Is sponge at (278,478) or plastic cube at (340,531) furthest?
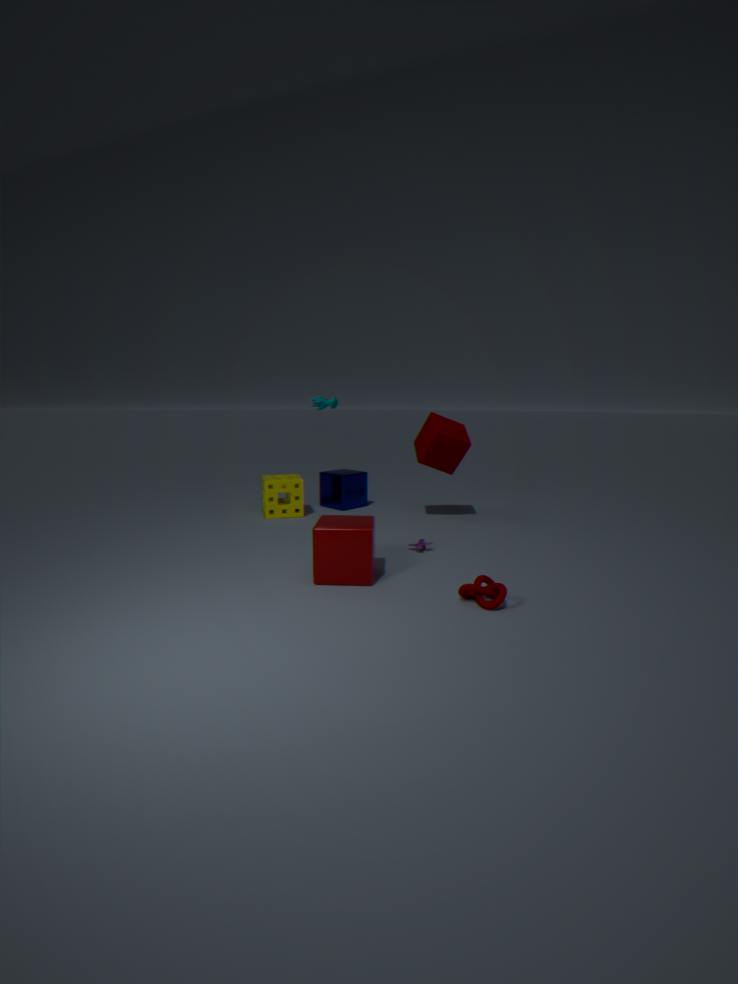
sponge at (278,478)
